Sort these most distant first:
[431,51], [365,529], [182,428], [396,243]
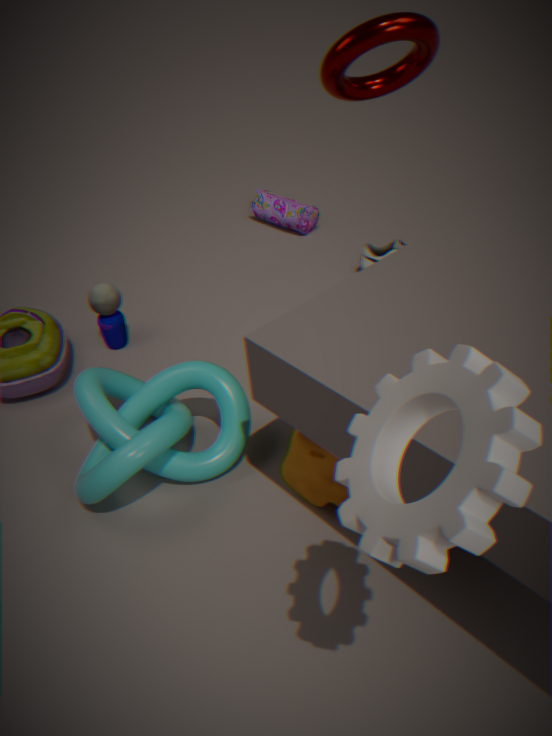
[396,243], [182,428], [431,51], [365,529]
